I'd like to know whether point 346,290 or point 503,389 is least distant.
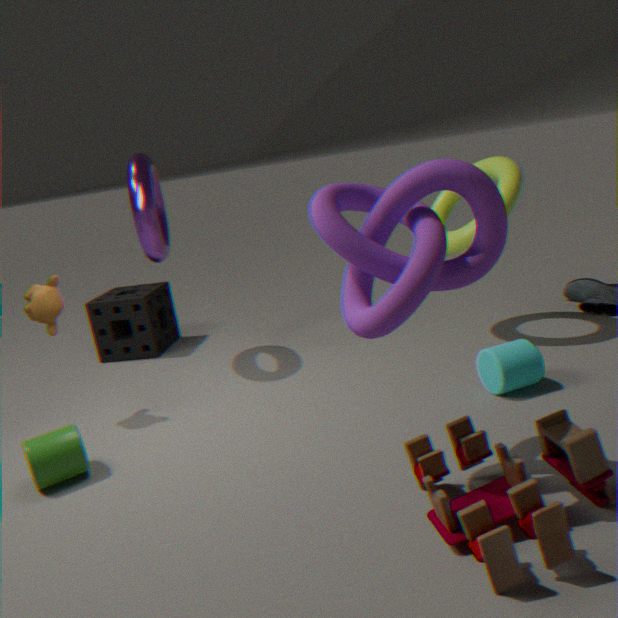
point 346,290
